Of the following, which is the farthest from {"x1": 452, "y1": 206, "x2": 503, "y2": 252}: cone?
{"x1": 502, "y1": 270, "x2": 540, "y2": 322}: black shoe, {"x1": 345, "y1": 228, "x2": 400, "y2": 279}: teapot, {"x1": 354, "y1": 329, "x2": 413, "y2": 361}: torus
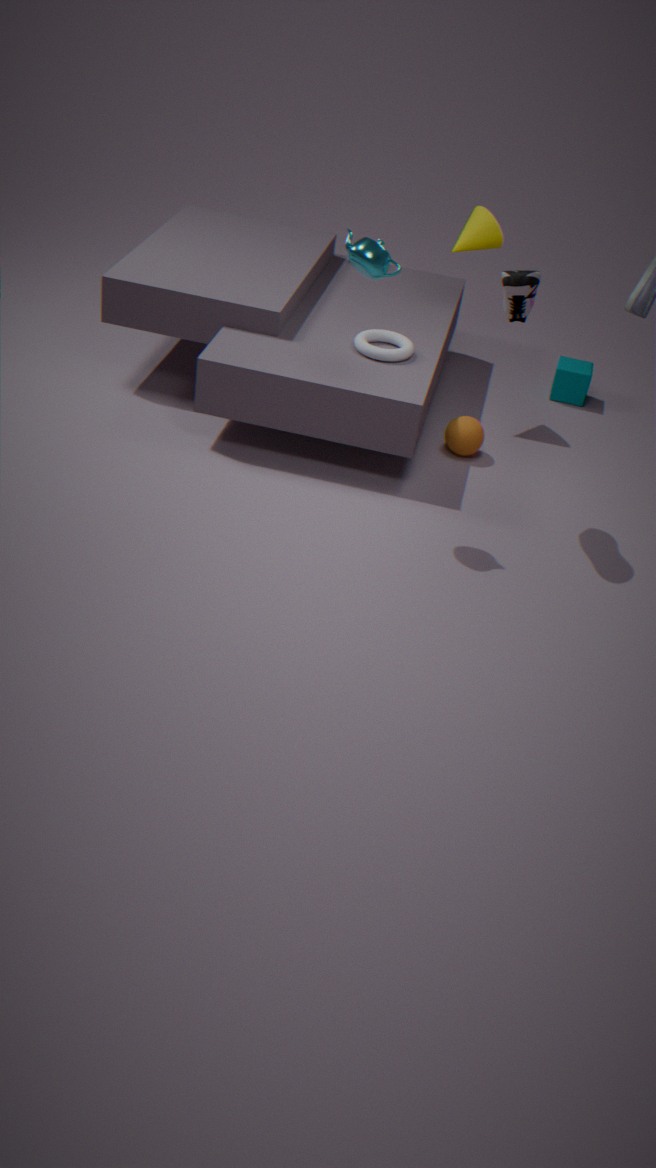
{"x1": 345, "y1": 228, "x2": 400, "y2": 279}: teapot
